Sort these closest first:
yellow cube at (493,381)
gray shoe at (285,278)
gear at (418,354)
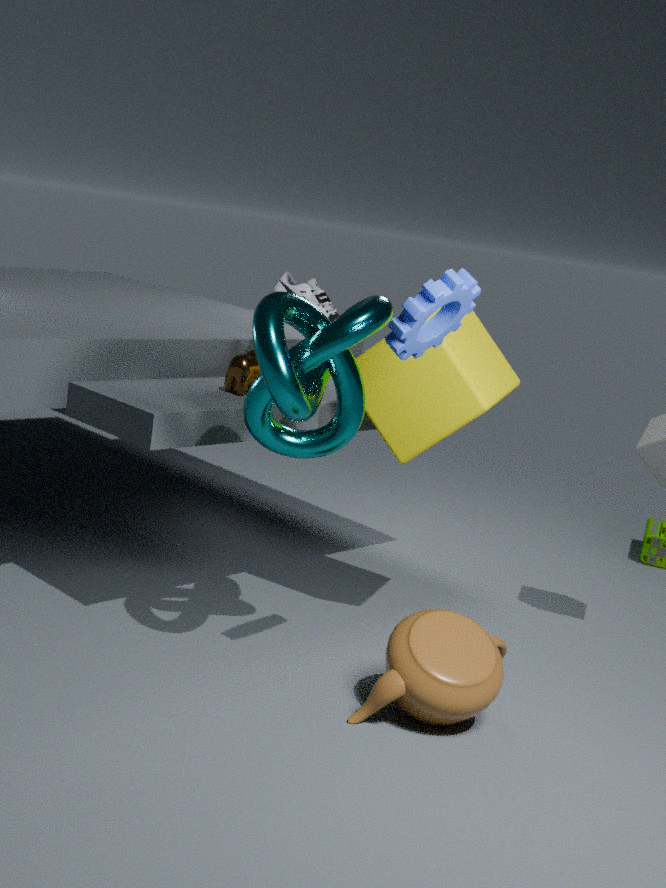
gear at (418,354), yellow cube at (493,381), gray shoe at (285,278)
